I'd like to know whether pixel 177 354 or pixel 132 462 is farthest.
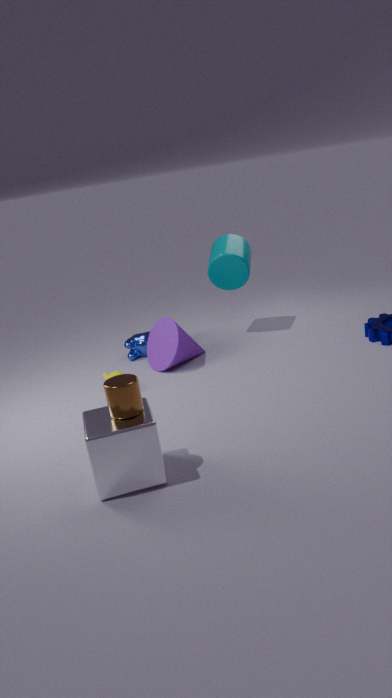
pixel 177 354
